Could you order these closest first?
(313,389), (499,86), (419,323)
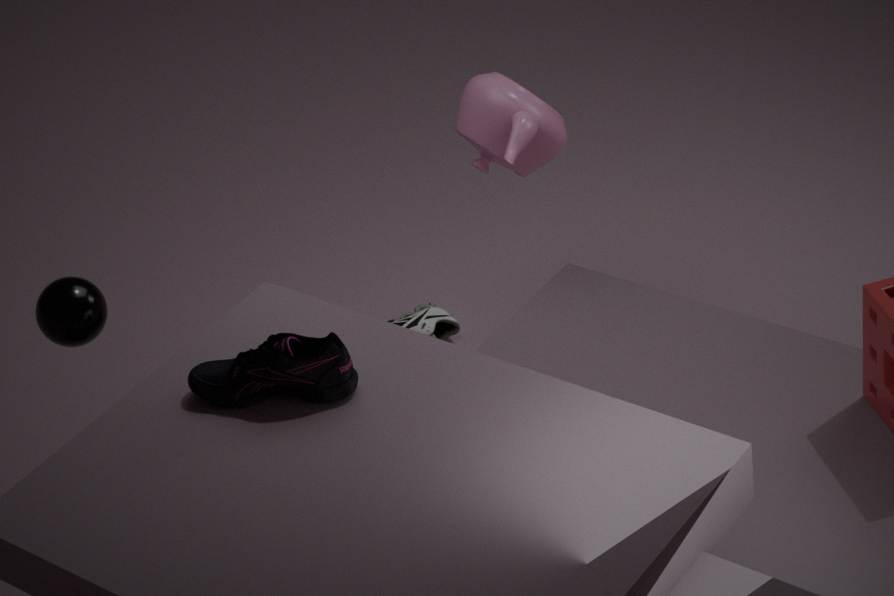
(313,389) < (499,86) < (419,323)
